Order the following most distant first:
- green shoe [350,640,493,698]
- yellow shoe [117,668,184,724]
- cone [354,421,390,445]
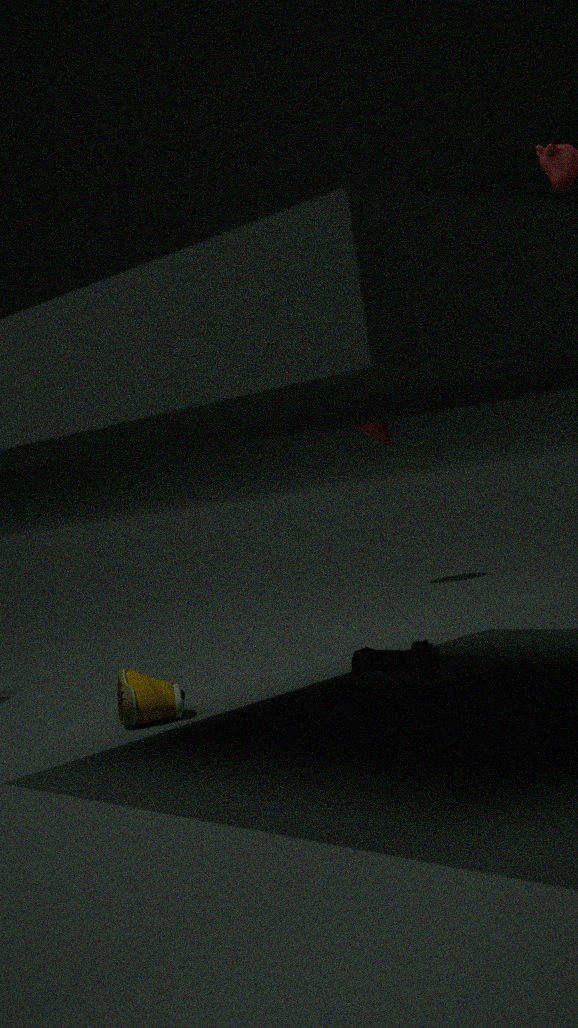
cone [354,421,390,445], yellow shoe [117,668,184,724], green shoe [350,640,493,698]
